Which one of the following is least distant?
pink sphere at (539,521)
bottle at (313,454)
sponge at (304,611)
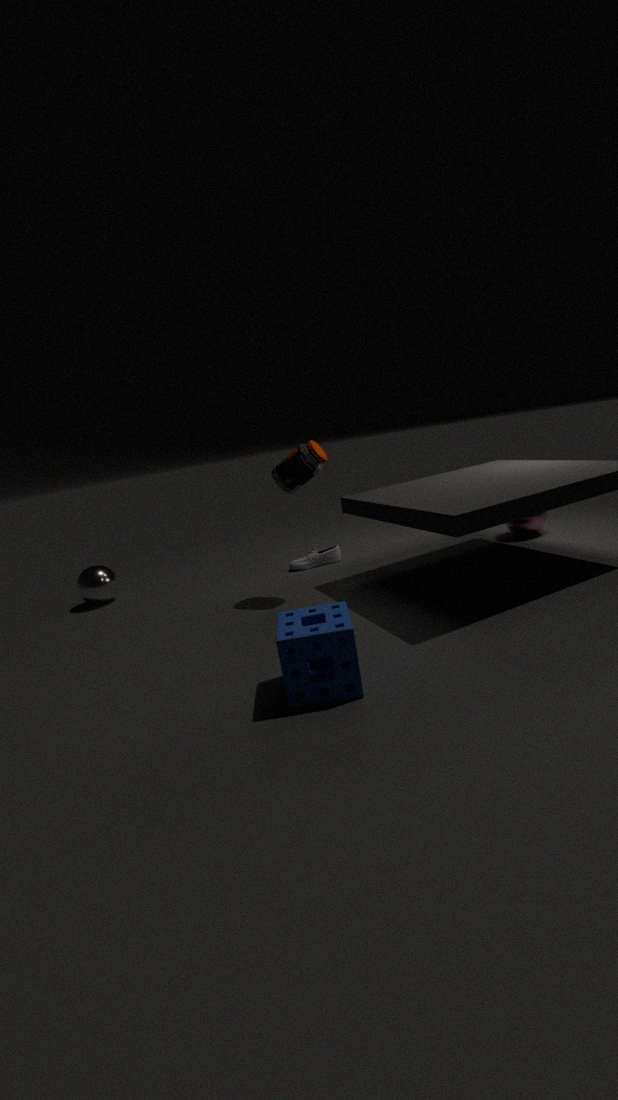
sponge at (304,611)
